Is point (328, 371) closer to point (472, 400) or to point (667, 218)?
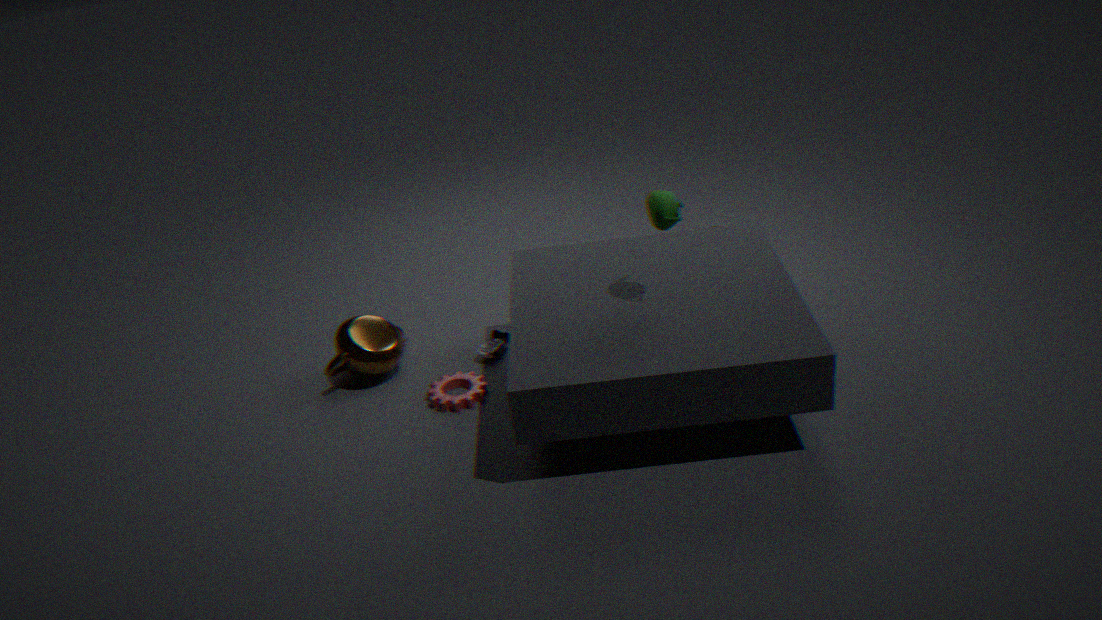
point (472, 400)
